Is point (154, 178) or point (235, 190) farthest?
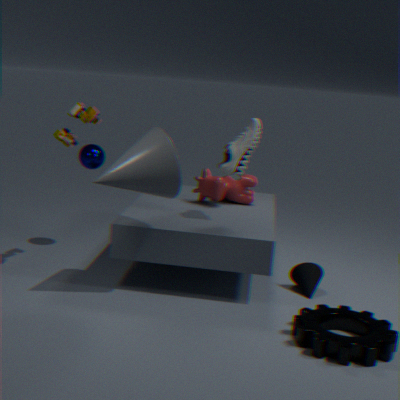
point (235, 190)
